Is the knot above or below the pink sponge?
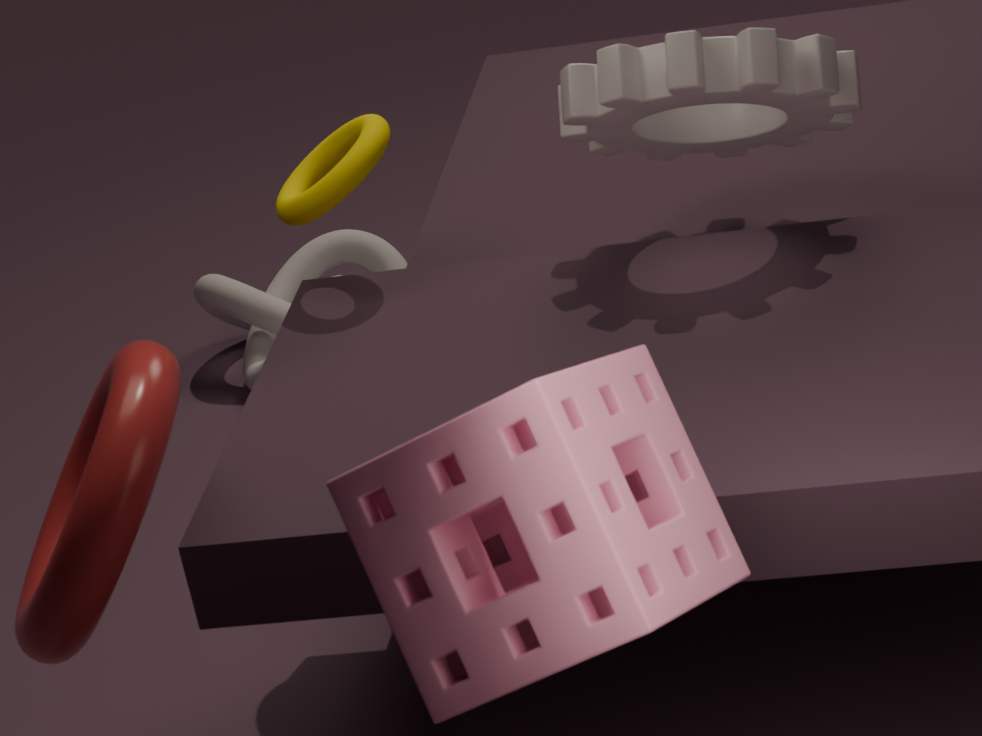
below
